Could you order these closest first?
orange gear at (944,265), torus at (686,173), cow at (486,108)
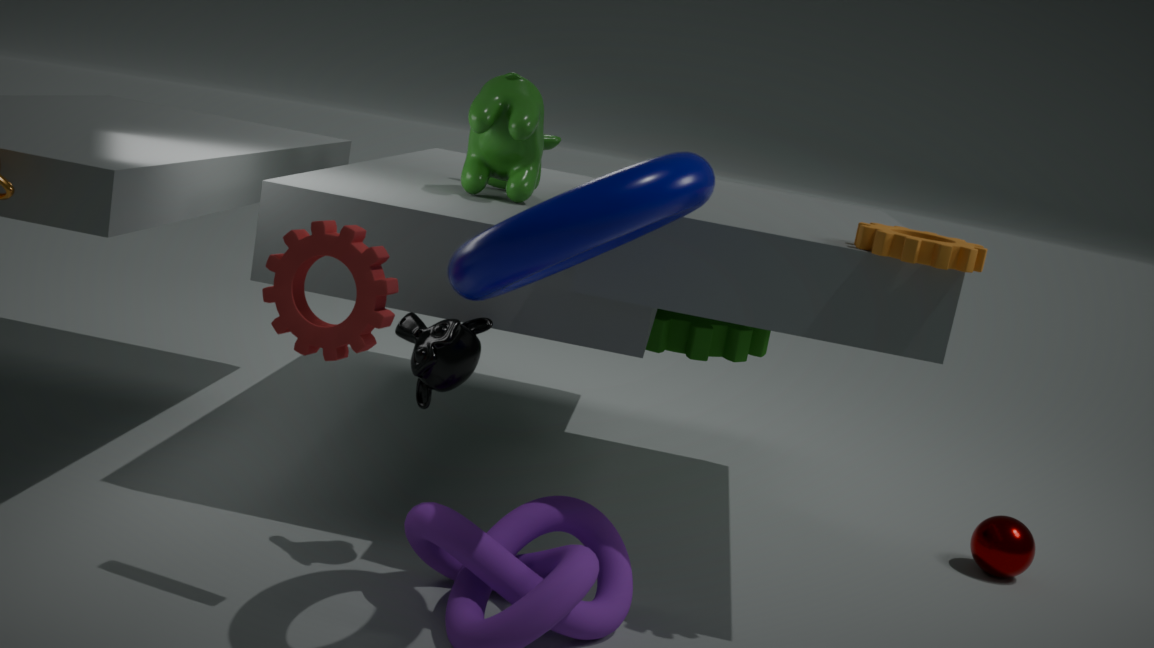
1. torus at (686,173)
2. orange gear at (944,265)
3. cow at (486,108)
